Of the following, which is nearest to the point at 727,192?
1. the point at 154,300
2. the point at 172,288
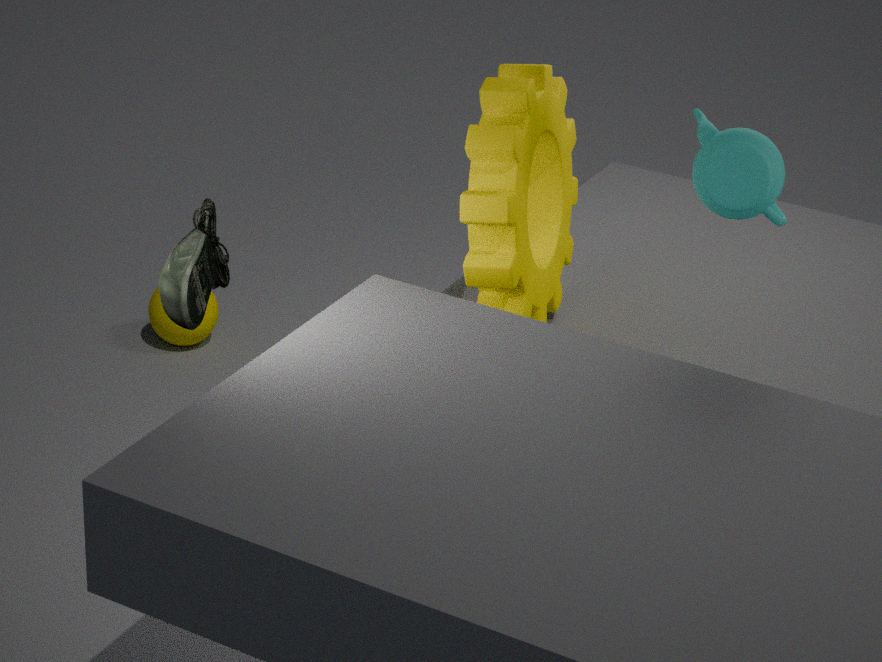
the point at 172,288
